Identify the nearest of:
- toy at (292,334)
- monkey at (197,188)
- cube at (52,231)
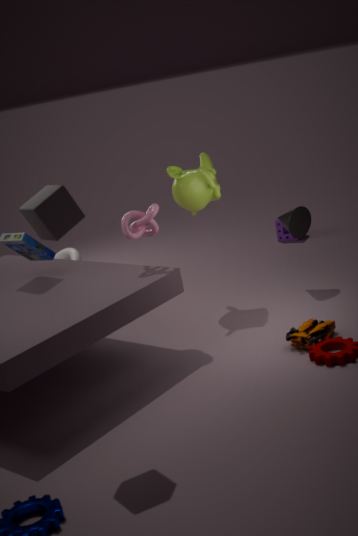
cube at (52,231)
